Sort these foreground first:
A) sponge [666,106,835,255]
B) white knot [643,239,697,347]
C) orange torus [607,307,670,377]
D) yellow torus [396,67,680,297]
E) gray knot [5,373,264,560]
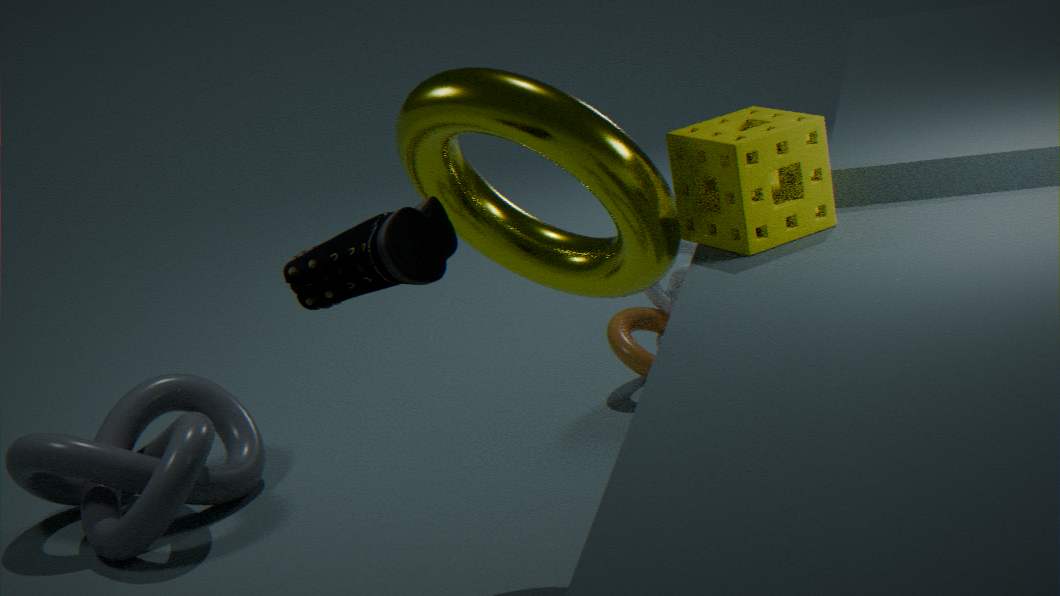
sponge [666,106,835,255], yellow torus [396,67,680,297], gray knot [5,373,264,560], orange torus [607,307,670,377], white knot [643,239,697,347]
